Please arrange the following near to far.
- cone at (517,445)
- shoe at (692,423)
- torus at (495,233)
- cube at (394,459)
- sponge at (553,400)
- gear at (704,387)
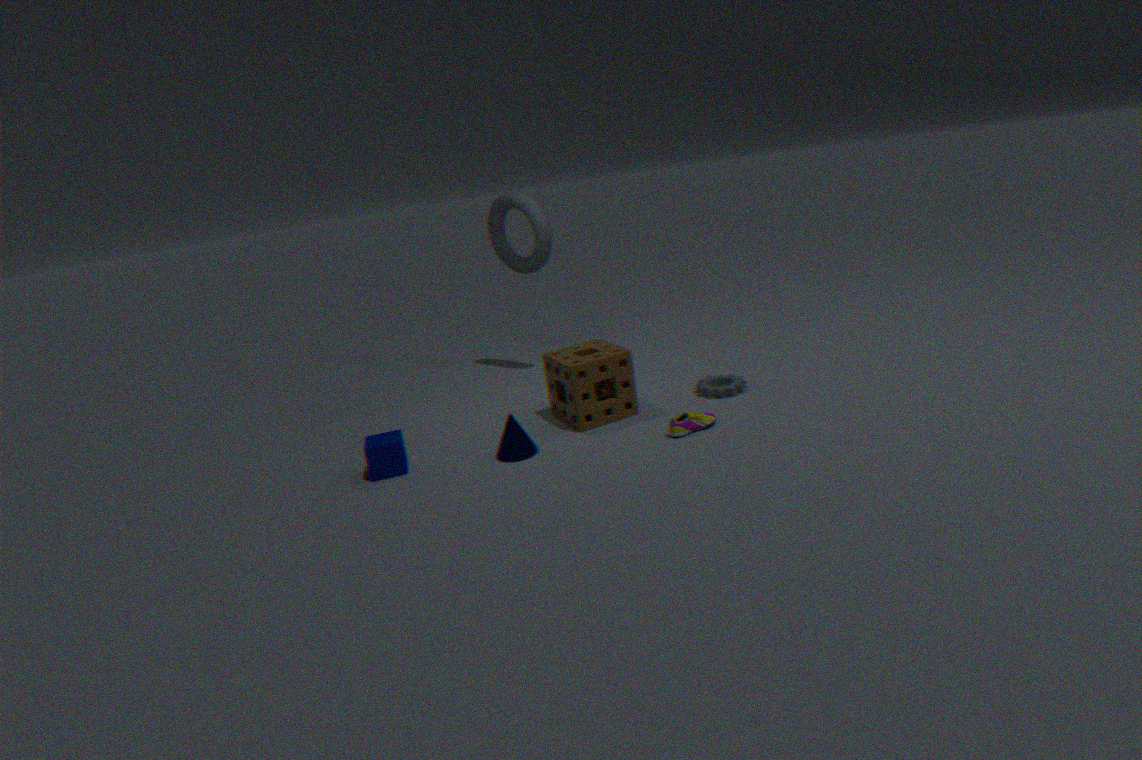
shoe at (692,423), cube at (394,459), cone at (517,445), sponge at (553,400), gear at (704,387), torus at (495,233)
